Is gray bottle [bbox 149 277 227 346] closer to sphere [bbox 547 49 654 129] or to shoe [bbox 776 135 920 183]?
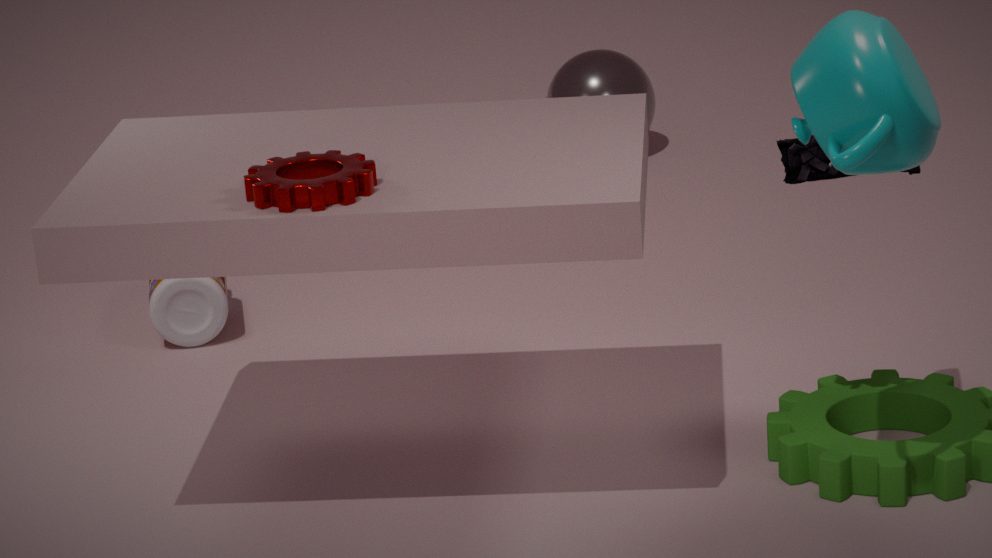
sphere [bbox 547 49 654 129]
